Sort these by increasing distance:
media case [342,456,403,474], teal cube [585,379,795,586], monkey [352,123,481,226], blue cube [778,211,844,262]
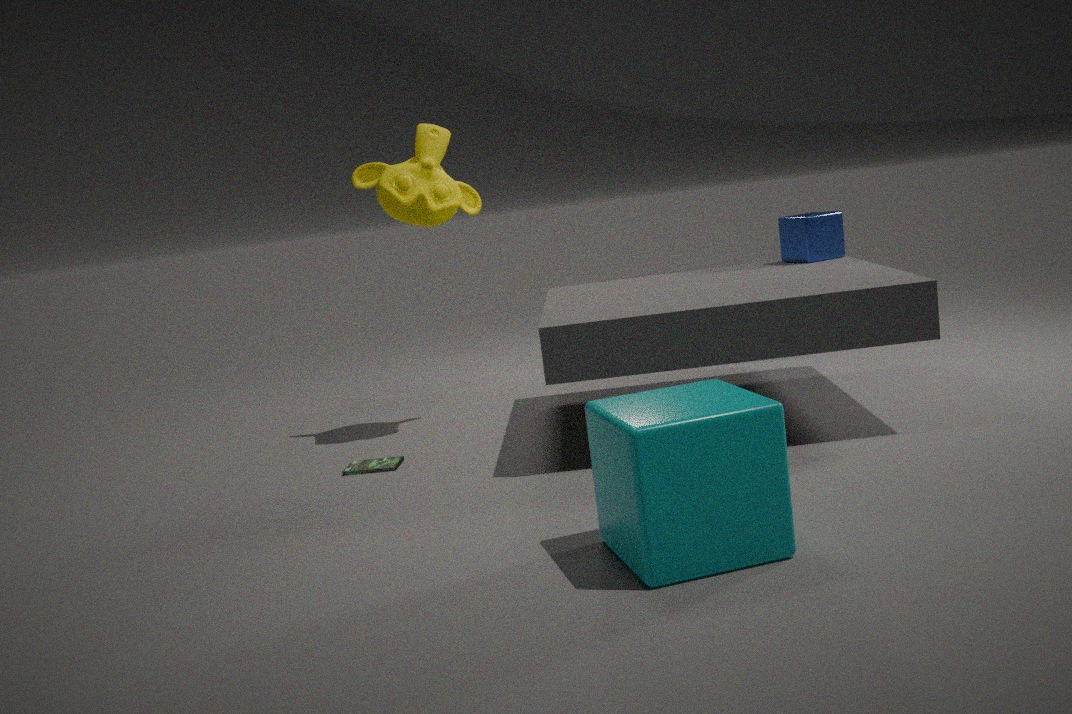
teal cube [585,379,795,586] < media case [342,456,403,474] < monkey [352,123,481,226] < blue cube [778,211,844,262]
